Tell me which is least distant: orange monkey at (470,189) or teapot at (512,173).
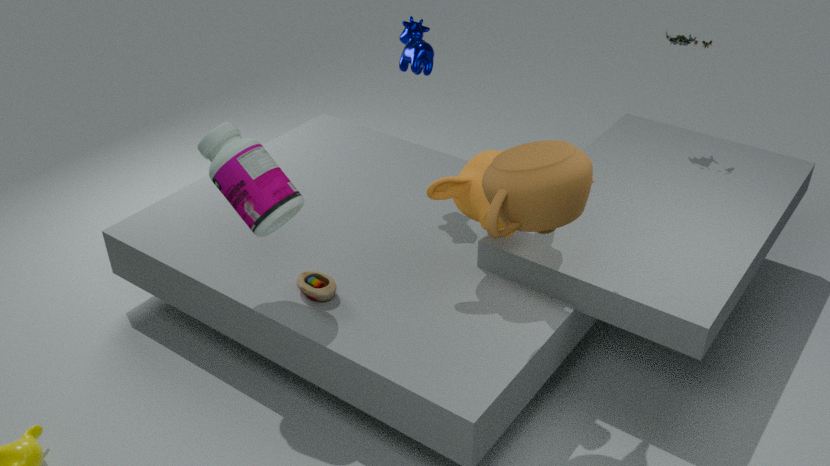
teapot at (512,173)
